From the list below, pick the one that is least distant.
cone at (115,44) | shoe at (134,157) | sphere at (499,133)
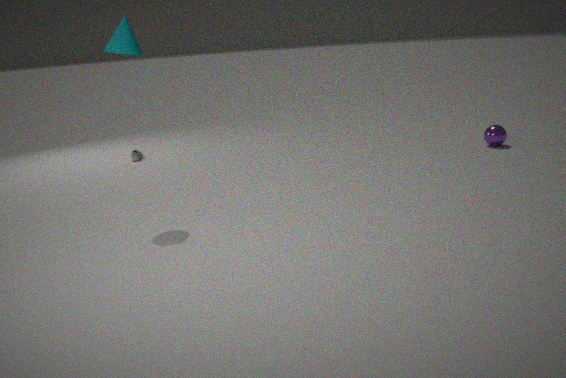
cone at (115,44)
